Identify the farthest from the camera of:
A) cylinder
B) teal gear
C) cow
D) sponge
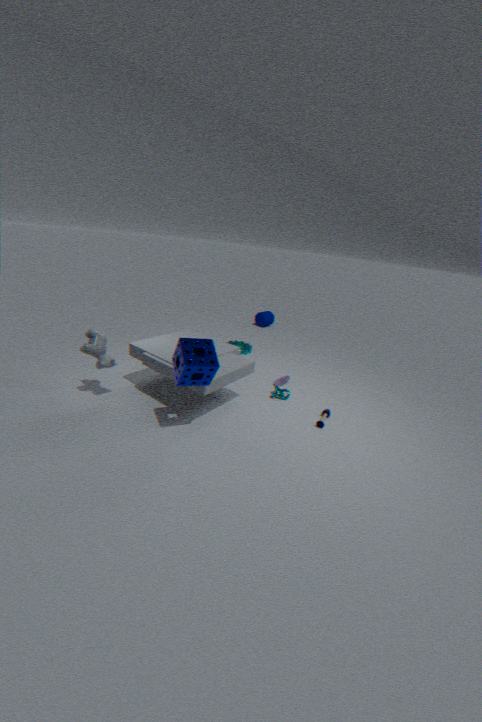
cylinder
